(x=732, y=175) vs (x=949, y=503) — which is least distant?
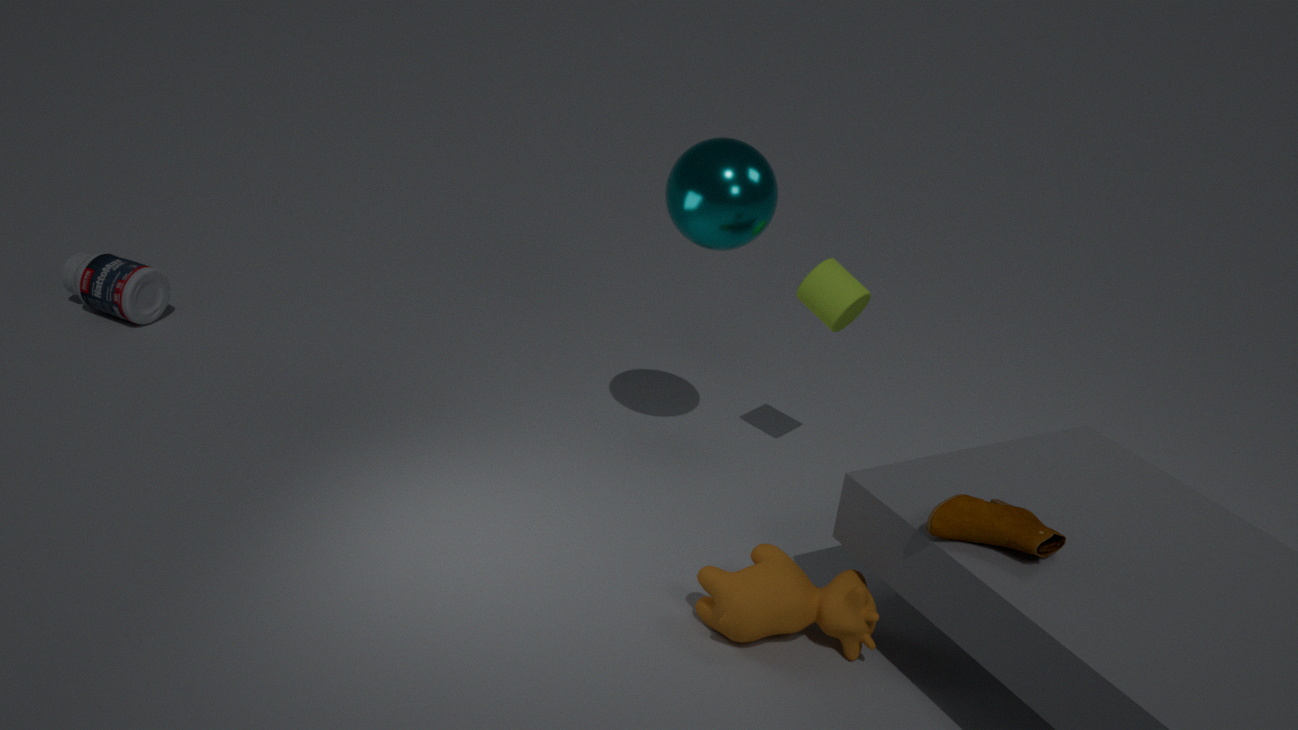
(x=949, y=503)
